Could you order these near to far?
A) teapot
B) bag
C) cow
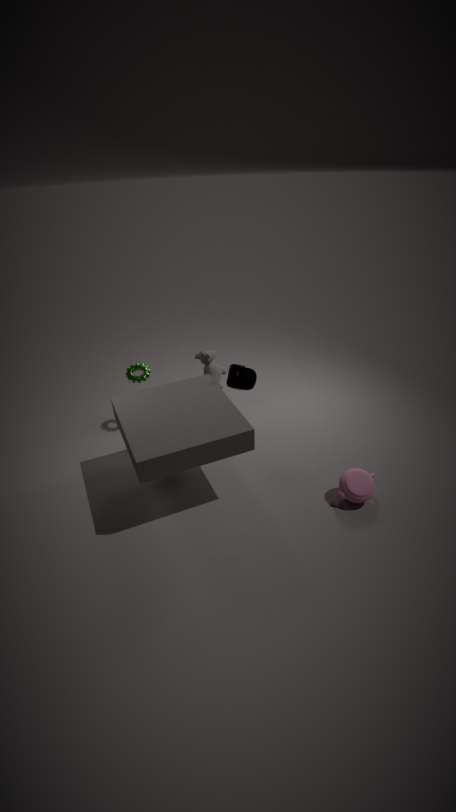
teapot, bag, cow
